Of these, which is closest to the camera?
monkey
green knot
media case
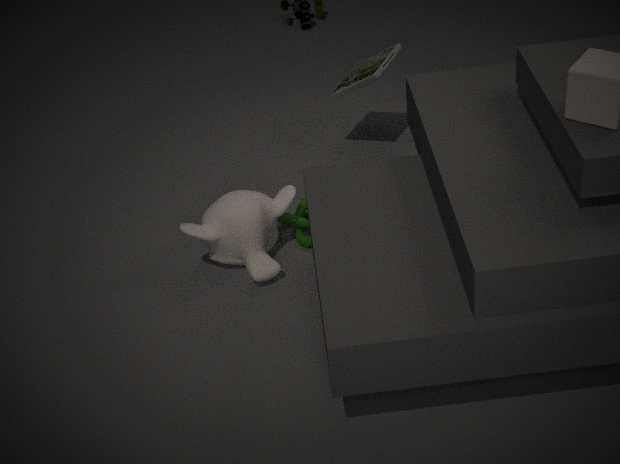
monkey
